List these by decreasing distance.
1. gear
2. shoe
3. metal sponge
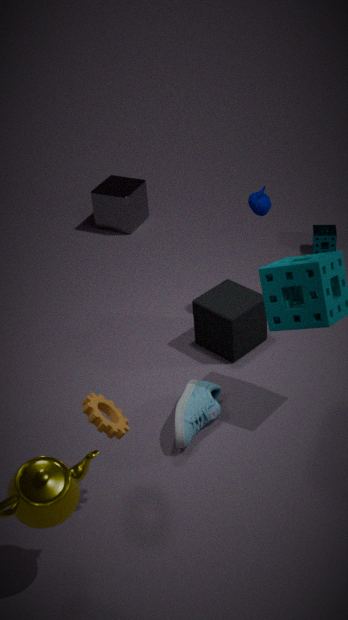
1. metal sponge
2. shoe
3. gear
